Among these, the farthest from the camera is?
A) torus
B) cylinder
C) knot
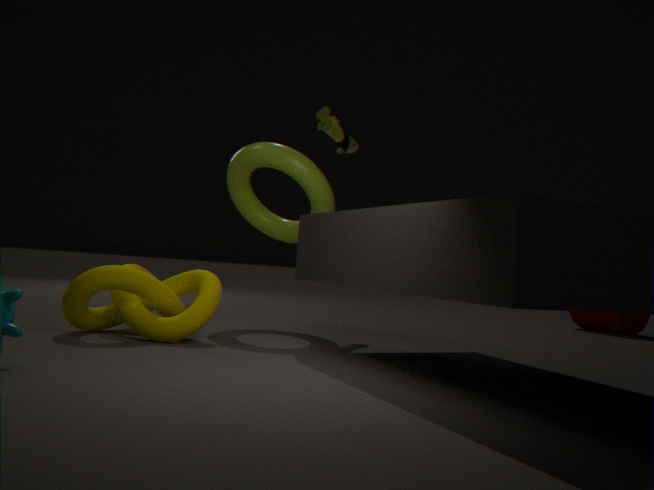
cylinder
